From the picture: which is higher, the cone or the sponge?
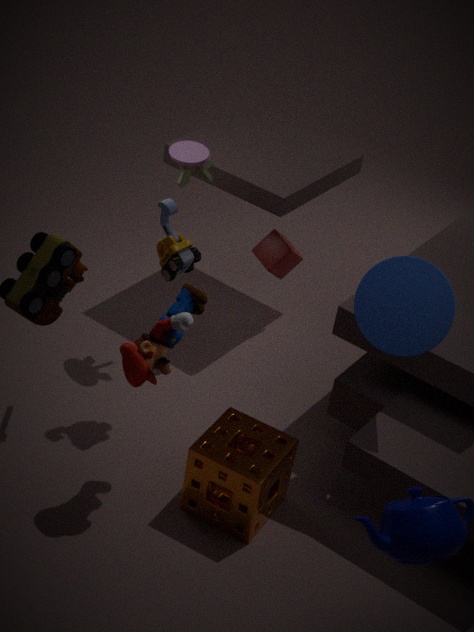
the cone
